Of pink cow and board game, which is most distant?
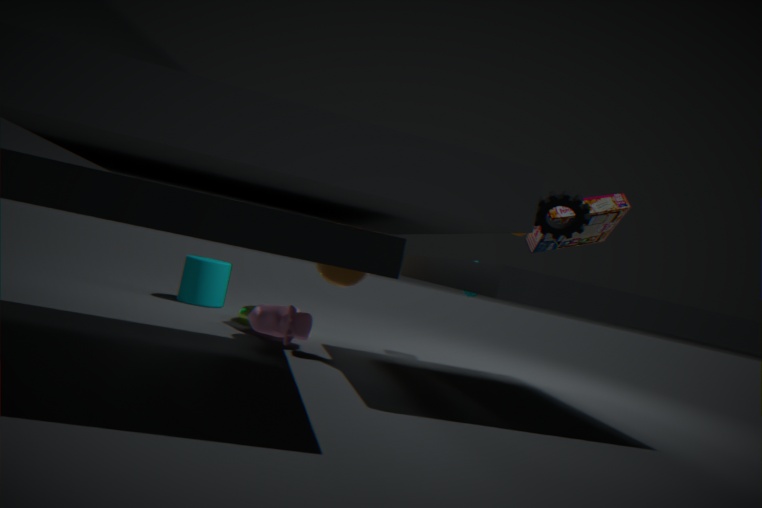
pink cow
